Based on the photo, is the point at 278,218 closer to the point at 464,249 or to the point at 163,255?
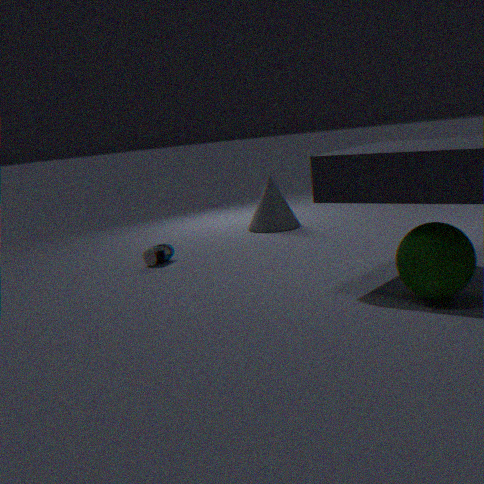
the point at 163,255
